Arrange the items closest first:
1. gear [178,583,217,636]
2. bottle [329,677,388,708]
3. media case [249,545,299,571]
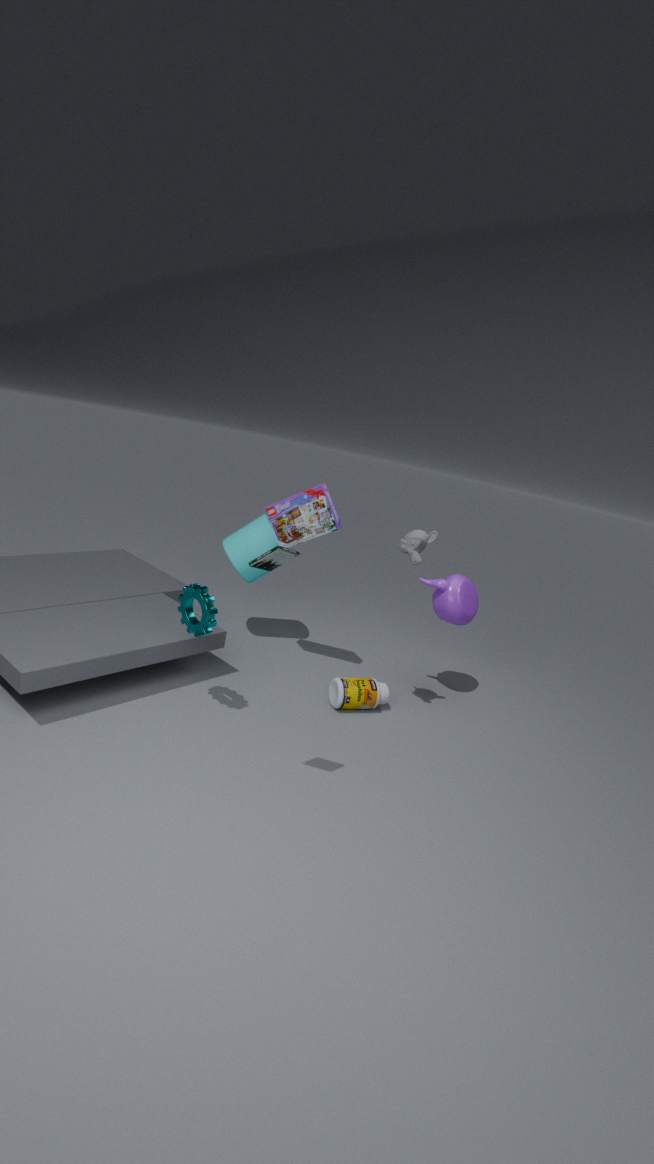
media case [249,545,299,571]
gear [178,583,217,636]
bottle [329,677,388,708]
